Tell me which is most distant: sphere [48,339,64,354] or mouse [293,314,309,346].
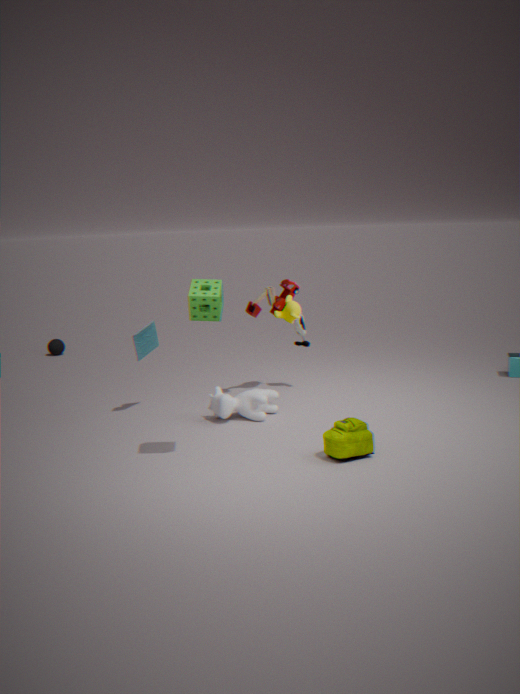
sphere [48,339,64,354]
